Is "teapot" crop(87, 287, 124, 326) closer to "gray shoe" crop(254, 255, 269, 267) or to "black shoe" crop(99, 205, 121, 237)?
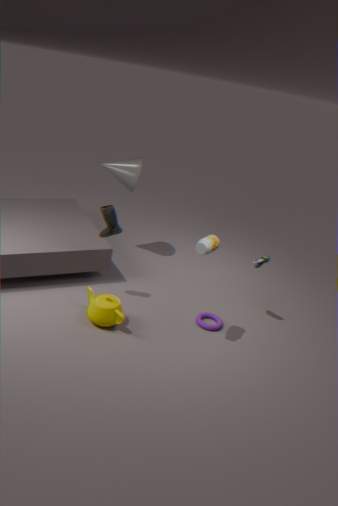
"black shoe" crop(99, 205, 121, 237)
